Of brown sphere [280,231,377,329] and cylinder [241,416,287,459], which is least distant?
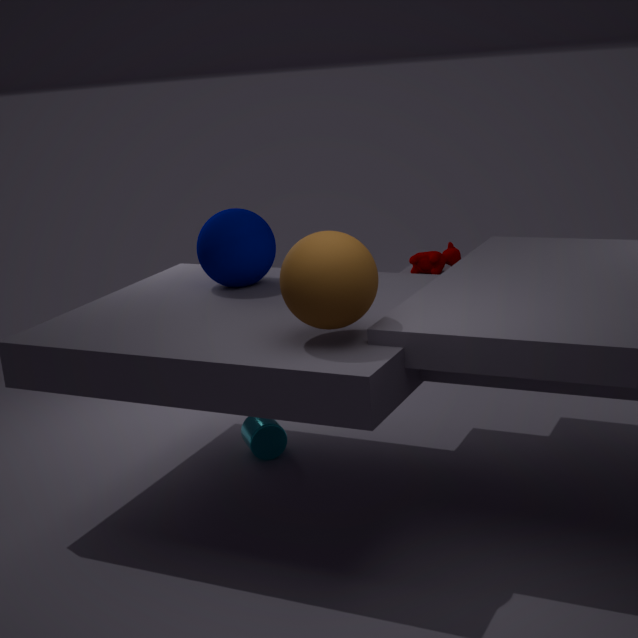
brown sphere [280,231,377,329]
